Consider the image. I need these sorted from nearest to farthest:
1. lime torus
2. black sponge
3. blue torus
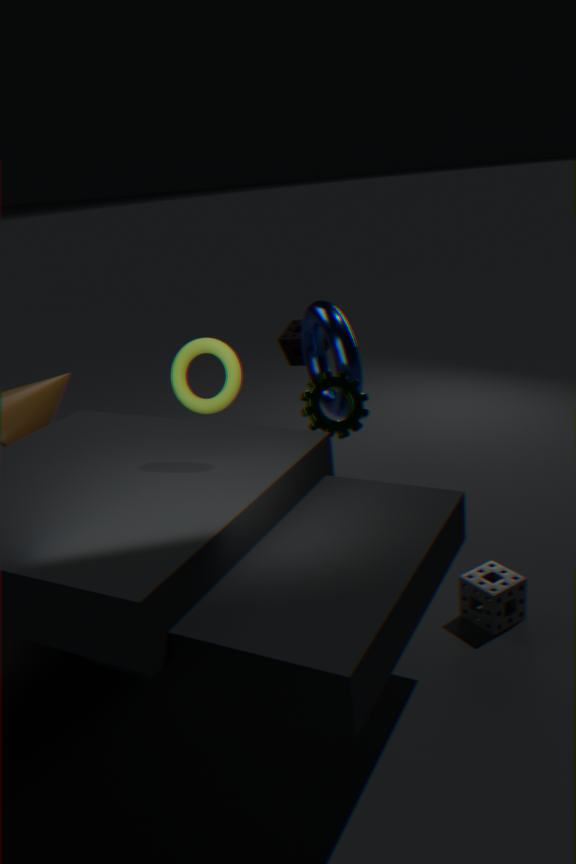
lime torus < blue torus < black sponge
